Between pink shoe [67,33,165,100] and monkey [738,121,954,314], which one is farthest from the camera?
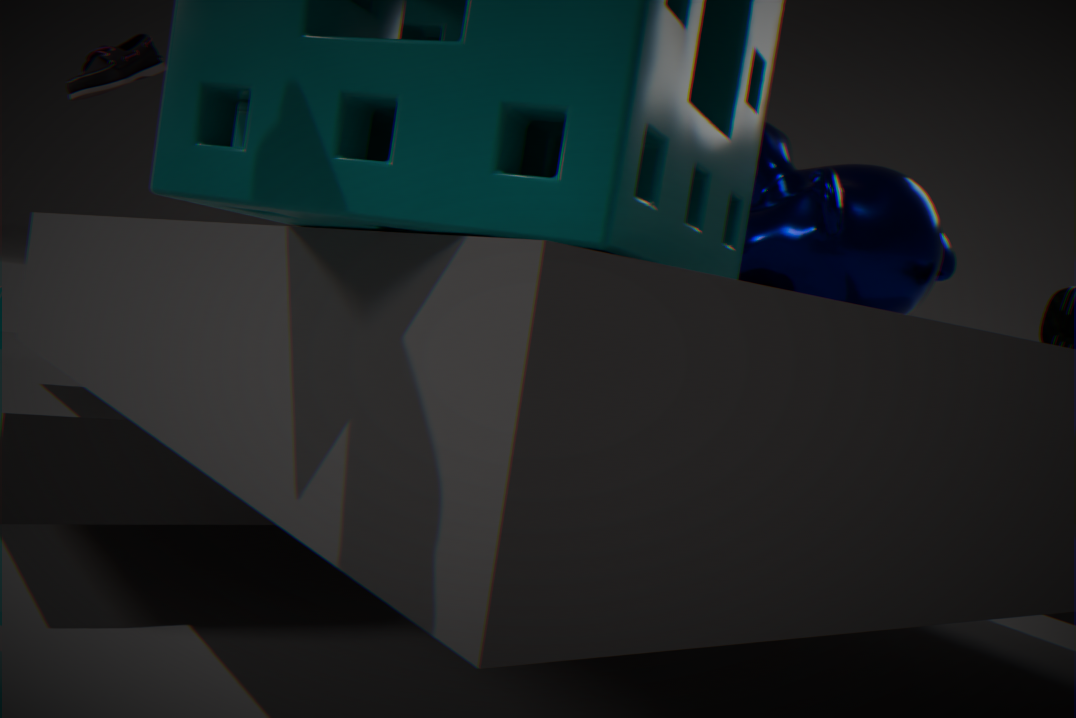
pink shoe [67,33,165,100]
